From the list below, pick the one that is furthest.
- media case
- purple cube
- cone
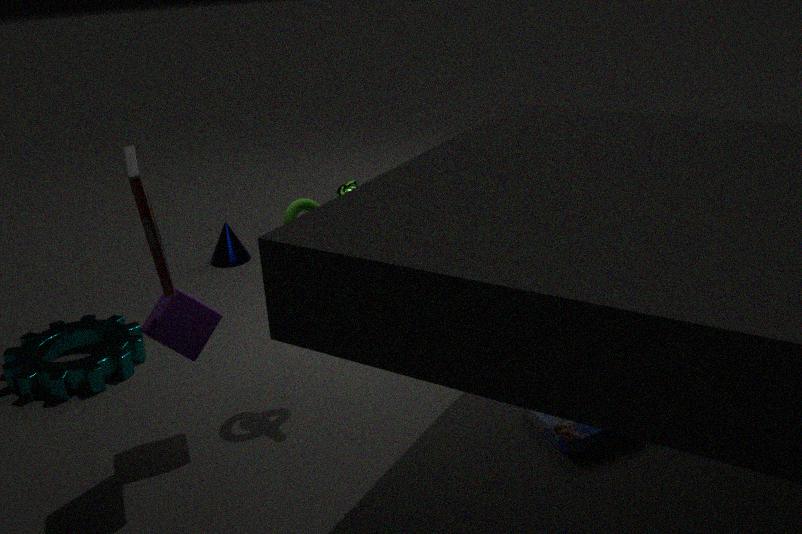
cone
